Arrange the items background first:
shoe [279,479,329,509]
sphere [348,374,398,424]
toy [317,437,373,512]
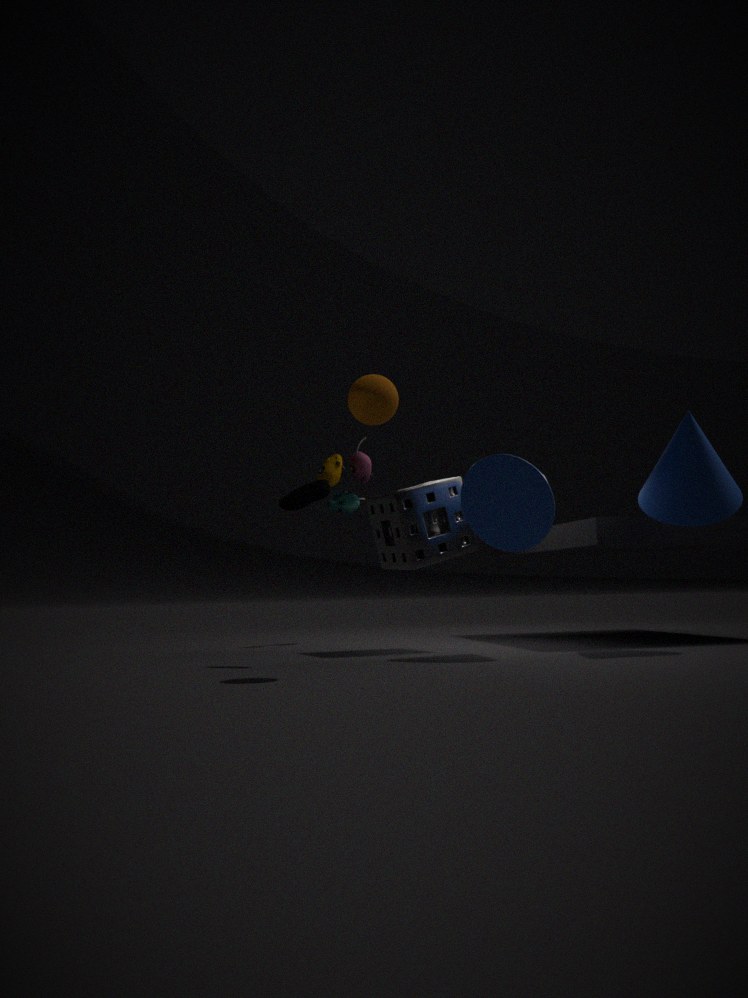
1. toy [317,437,373,512]
2. shoe [279,479,329,509]
3. sphere [348,374,398,424]
